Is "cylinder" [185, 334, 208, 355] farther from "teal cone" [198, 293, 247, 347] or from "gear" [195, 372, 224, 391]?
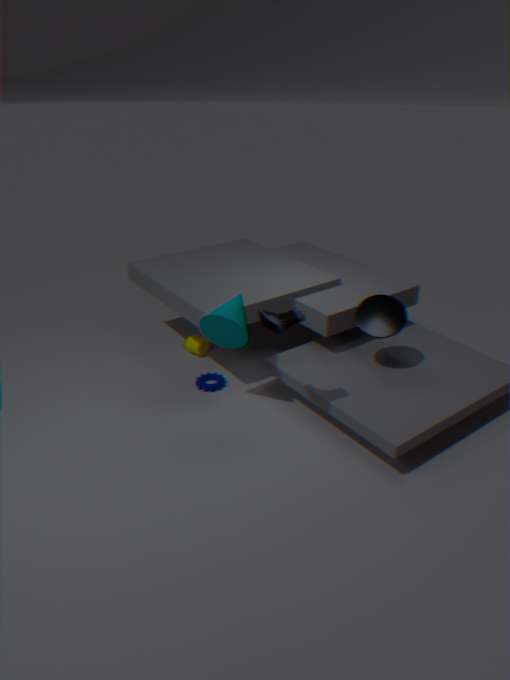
"teal cone" [198, 293, 247, 347]
